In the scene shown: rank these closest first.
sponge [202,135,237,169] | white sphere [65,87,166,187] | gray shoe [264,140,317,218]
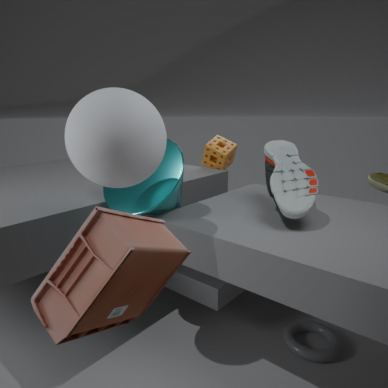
1. white sphere [65,87,166,187]
2. gray shoe [264,140,317,218]
3. sponge [202,135,237,169]
